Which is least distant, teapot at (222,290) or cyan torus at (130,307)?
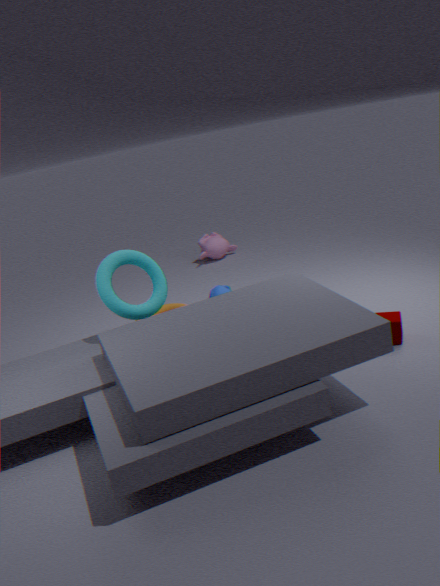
cyan torus at (130,307)
